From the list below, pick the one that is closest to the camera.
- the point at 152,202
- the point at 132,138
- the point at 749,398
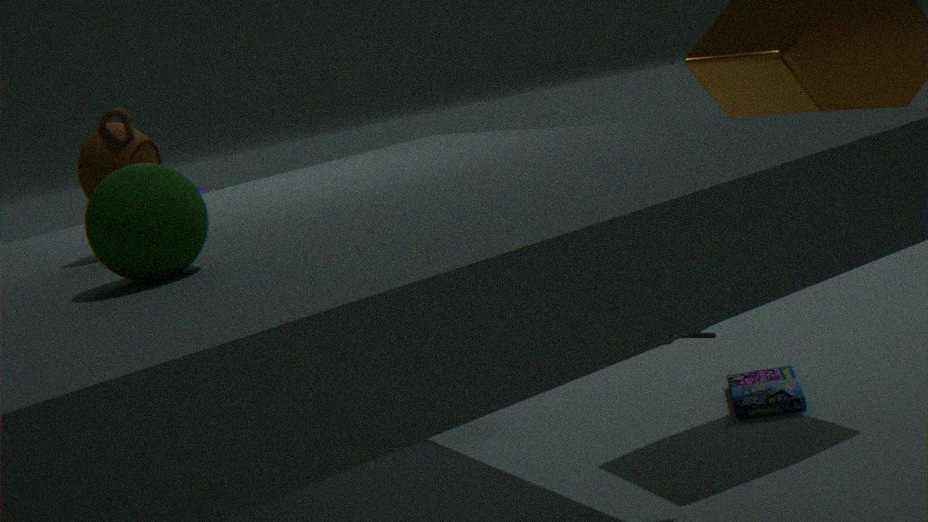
the point at 152,202
